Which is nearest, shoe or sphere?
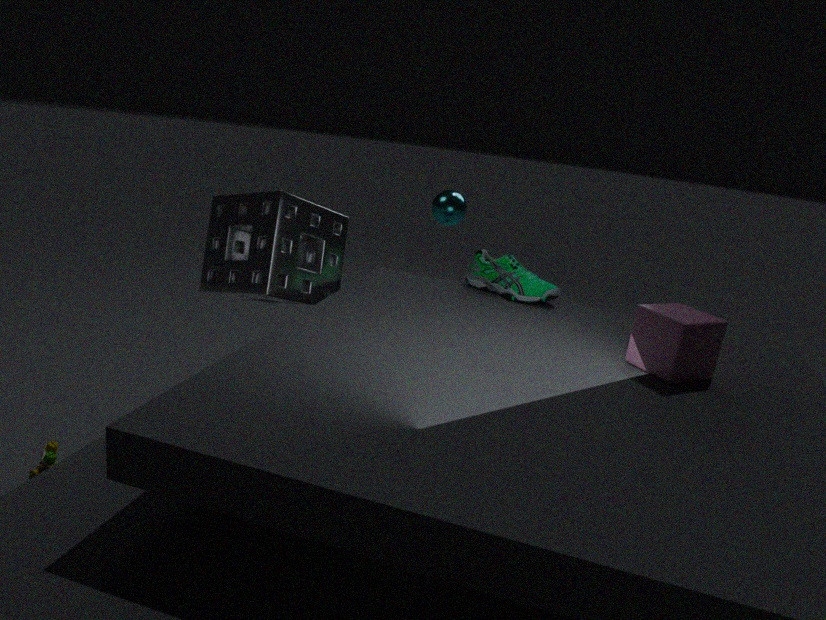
shoe
